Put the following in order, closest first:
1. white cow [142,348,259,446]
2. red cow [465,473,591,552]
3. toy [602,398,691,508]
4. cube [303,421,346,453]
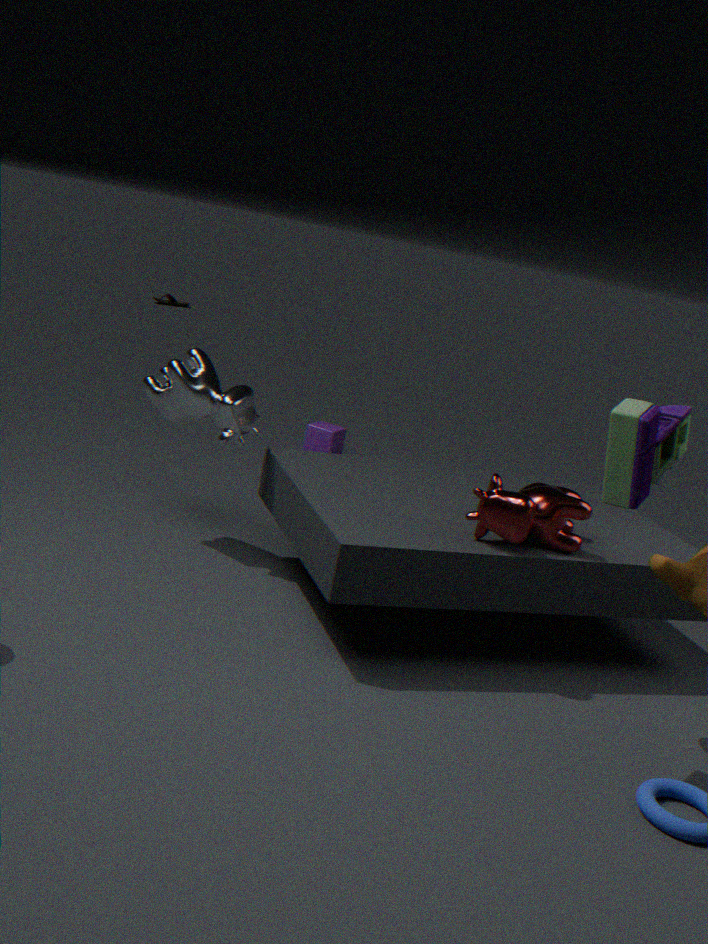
toy [602,398,691,508]
red cow [465,473,591,552]
white cow [142,348,259,446]
cube [303,421,346,453]
